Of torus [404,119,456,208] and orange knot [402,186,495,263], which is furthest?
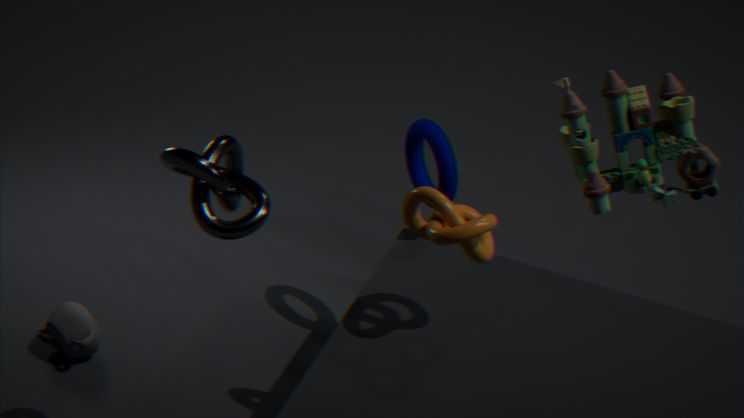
torus [404,119,456,208]
